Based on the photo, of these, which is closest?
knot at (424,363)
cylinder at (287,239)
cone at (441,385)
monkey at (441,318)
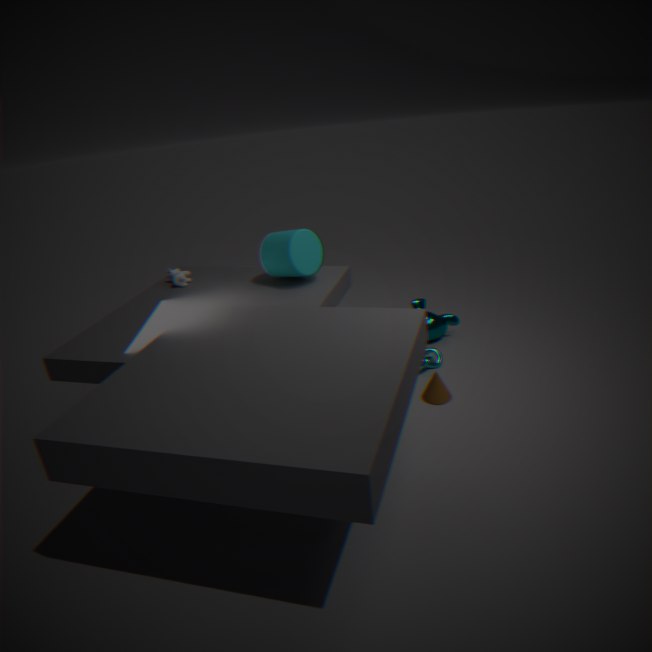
cone at (441,385)
